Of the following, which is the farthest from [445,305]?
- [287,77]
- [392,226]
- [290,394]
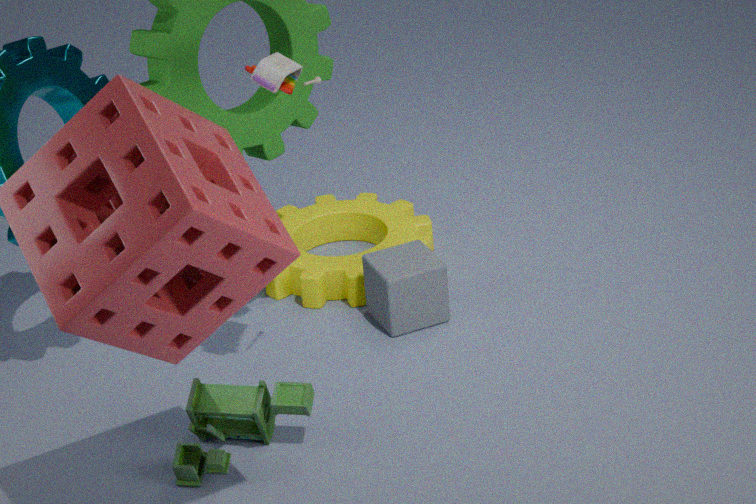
[287,77]
